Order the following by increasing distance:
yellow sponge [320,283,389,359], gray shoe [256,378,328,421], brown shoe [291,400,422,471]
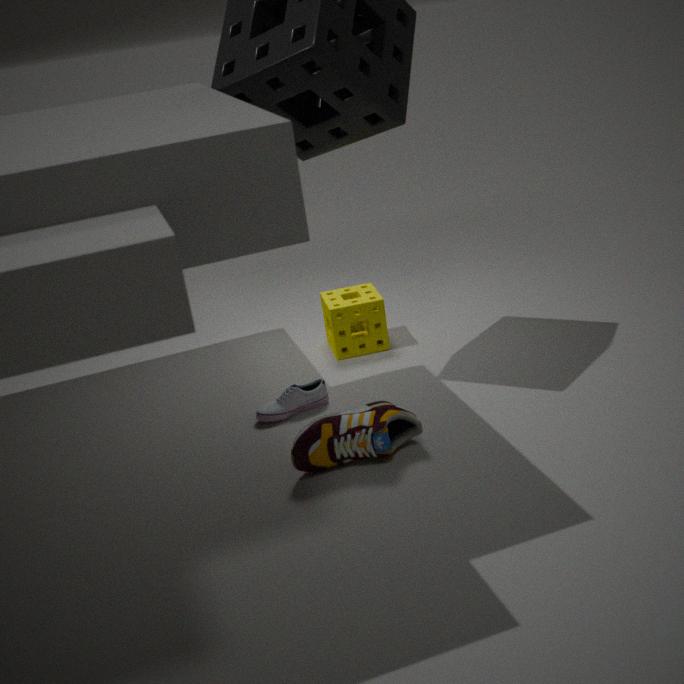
brown shoe [291,400,422,471] < gray shoe [256,378,328,421] < yellow sponge [320,283,389,359]
